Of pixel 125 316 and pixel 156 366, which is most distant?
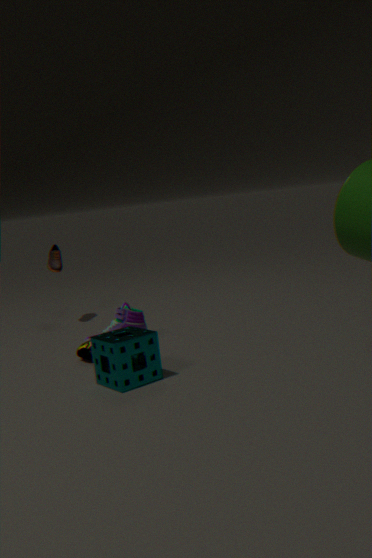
pixel 125 316
